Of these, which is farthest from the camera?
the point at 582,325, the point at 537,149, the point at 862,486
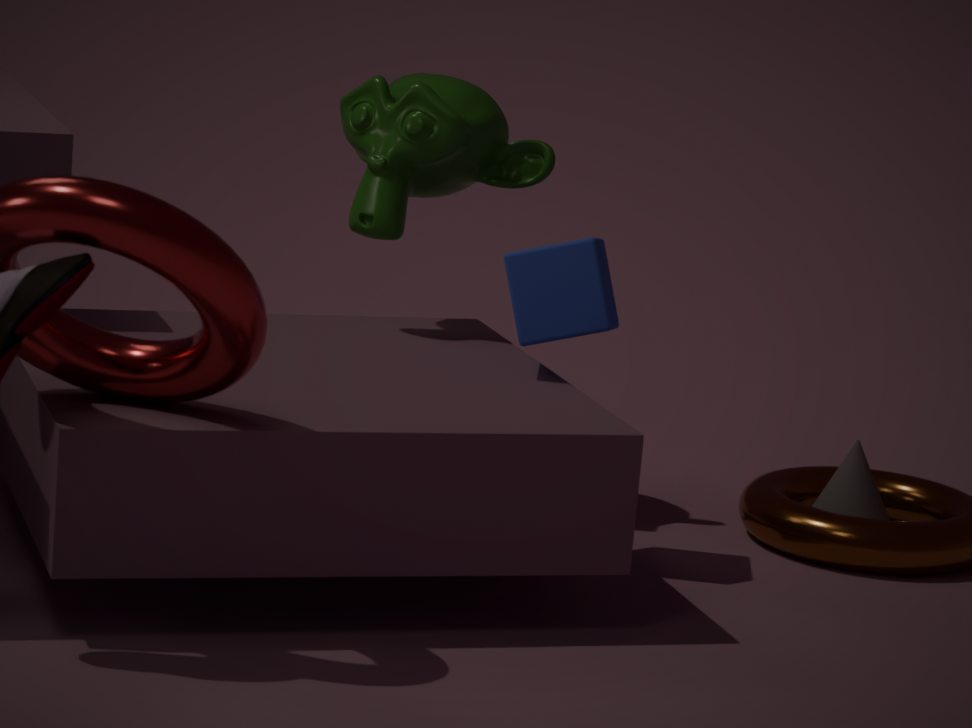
the point at 862,486
